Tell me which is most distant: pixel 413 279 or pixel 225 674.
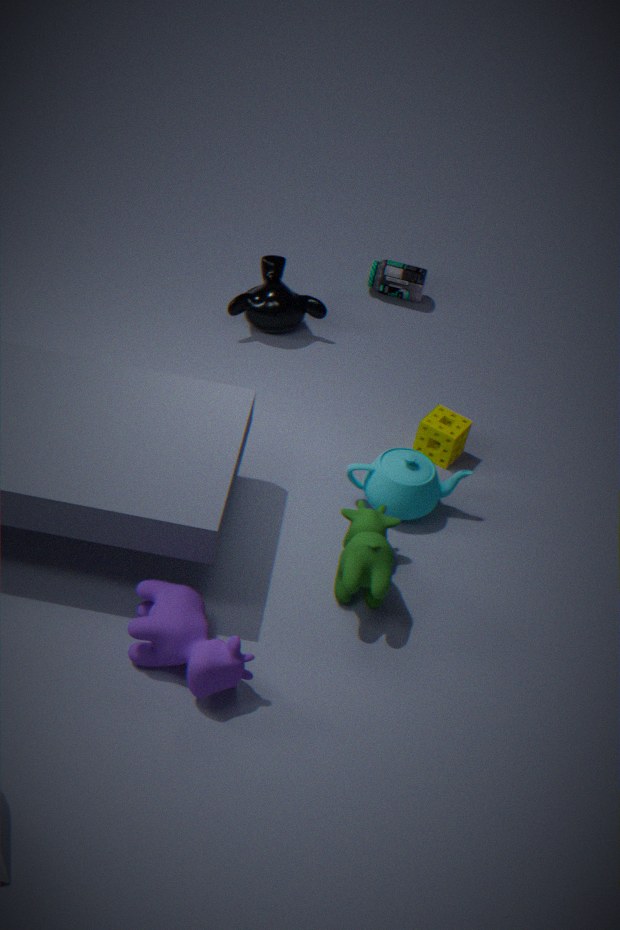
pixel 413 279
